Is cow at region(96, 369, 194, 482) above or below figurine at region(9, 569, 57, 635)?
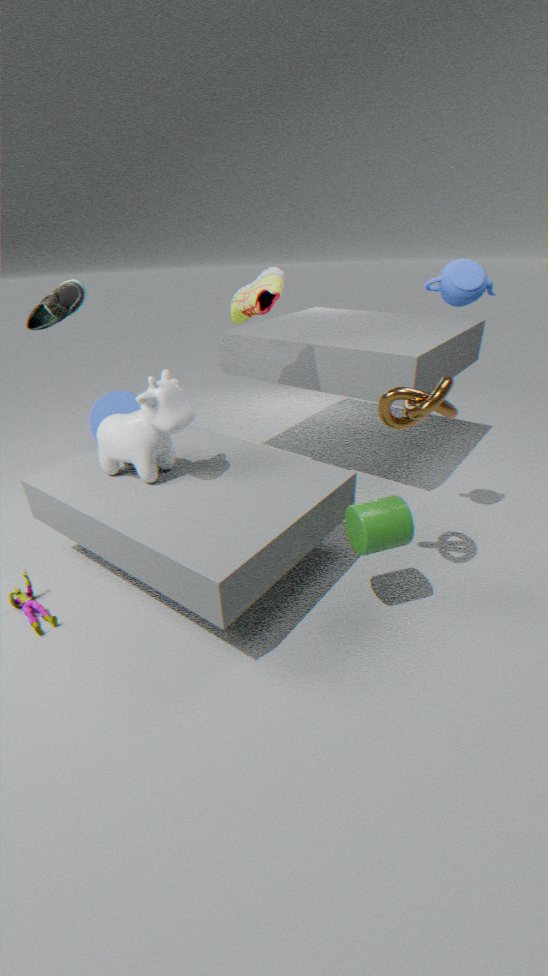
above
